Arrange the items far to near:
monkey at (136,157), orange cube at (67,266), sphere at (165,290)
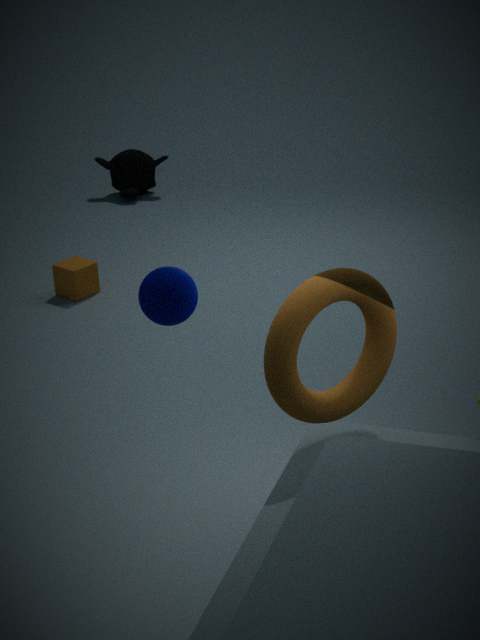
monkey at (136,157), orange cube at (67,266), sphere at (165,290)
